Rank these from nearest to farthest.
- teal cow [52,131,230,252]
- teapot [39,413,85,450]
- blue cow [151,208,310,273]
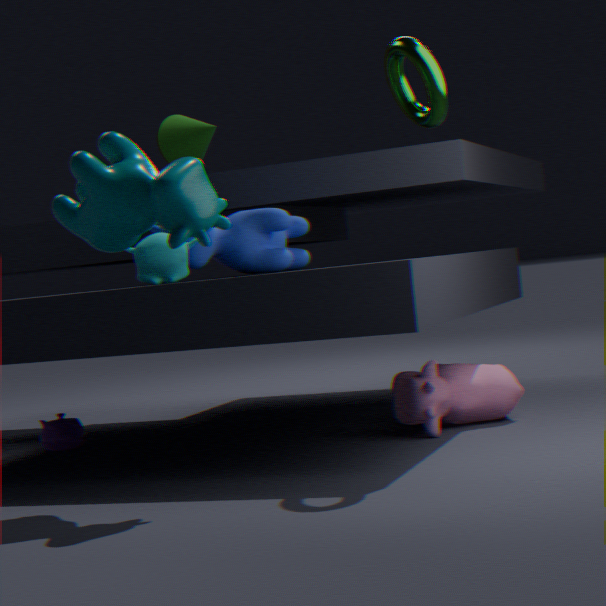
teal cow [52,131,230,252] → blue cow [151,208,310,273] → teapot [39,413,85,450]
